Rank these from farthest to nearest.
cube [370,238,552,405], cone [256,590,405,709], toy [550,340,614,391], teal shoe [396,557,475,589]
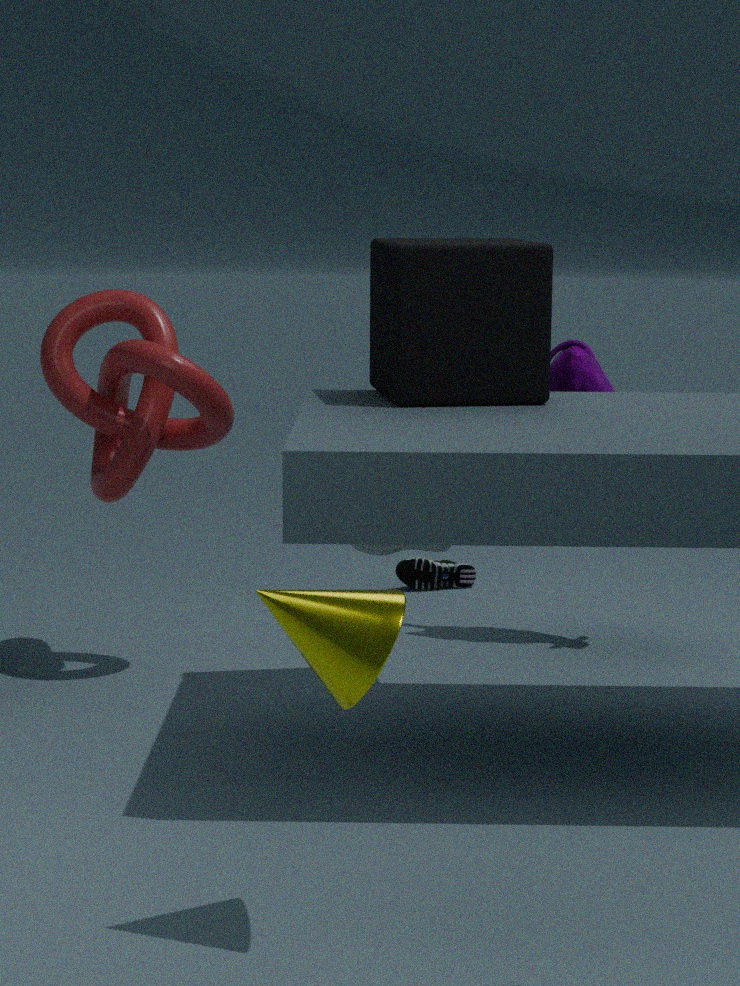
teal shoe [396,557,475,589] → toy [550,340,614,391] → cube [370,238,552,405] → cone [256,590,405,709]
